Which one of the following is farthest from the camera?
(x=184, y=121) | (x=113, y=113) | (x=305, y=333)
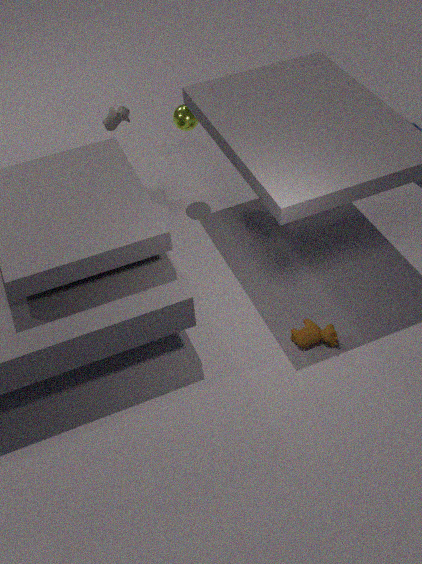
(x=113, y=113)
